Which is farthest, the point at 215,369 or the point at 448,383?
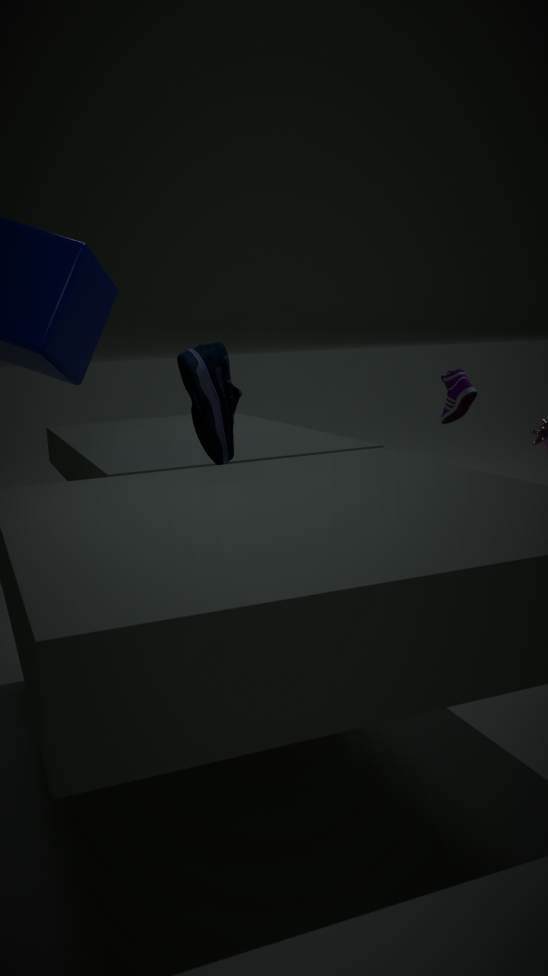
the point at 448,383
